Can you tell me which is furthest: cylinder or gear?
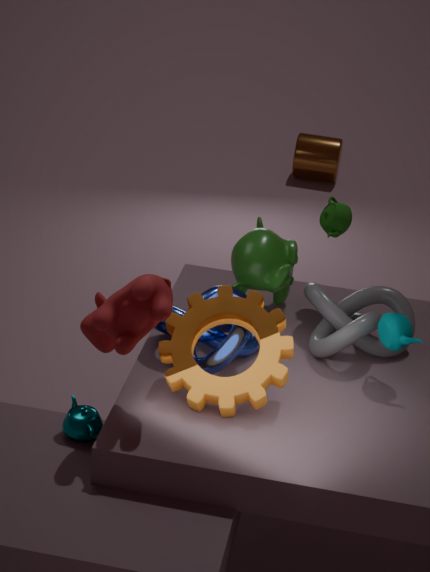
cylinder
